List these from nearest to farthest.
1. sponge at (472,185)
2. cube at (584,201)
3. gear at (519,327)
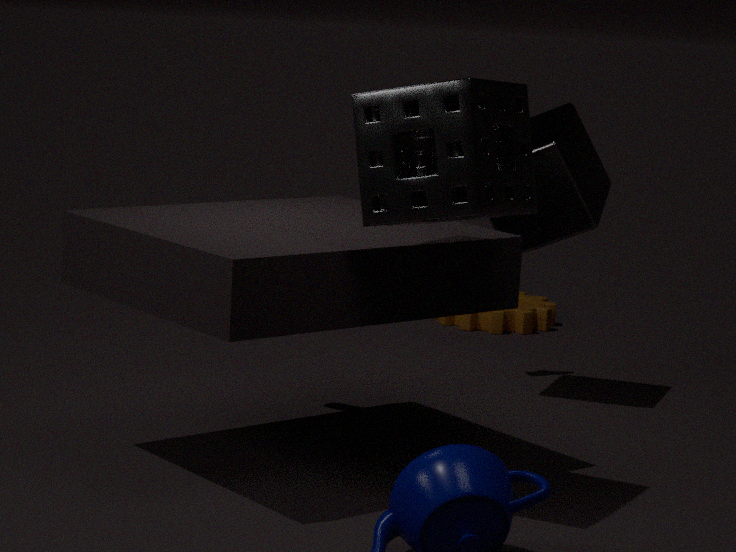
sponge at (472,185), cube at (584,201), gear at (519,327)
